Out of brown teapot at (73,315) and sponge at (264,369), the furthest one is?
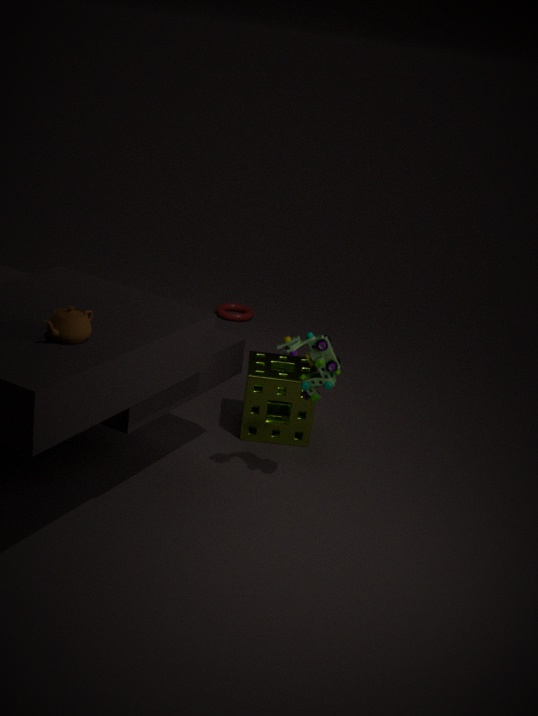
sponge at (264,369)
